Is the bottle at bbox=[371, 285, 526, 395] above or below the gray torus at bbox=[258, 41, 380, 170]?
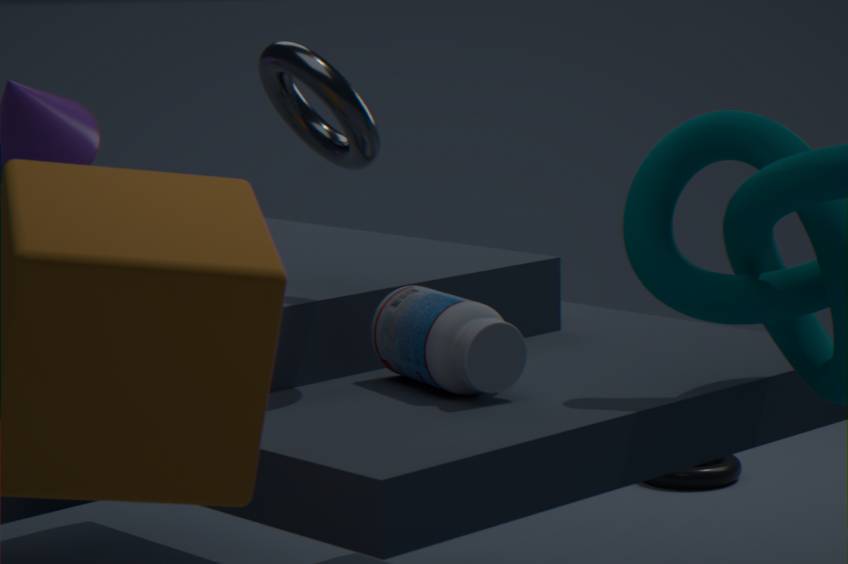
below
